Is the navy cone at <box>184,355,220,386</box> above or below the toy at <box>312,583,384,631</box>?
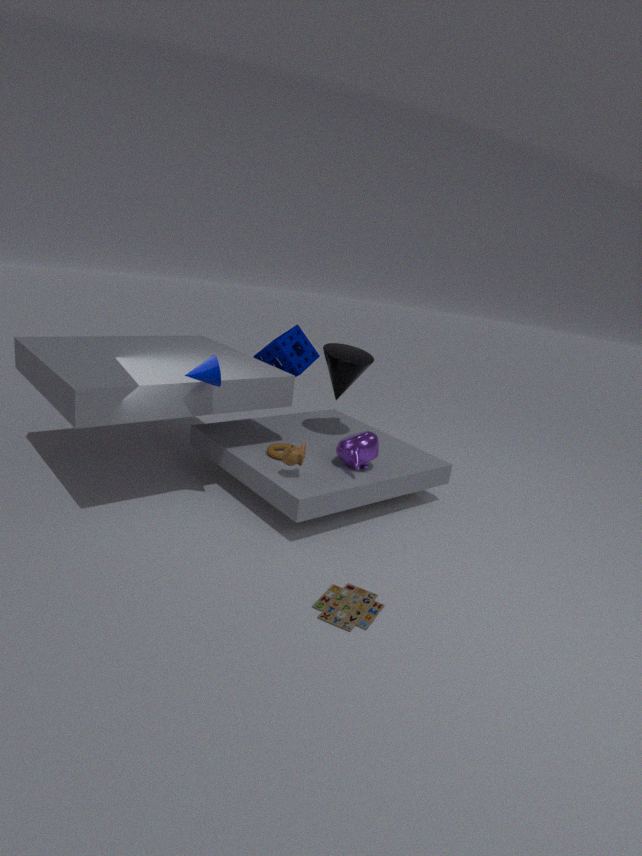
above
